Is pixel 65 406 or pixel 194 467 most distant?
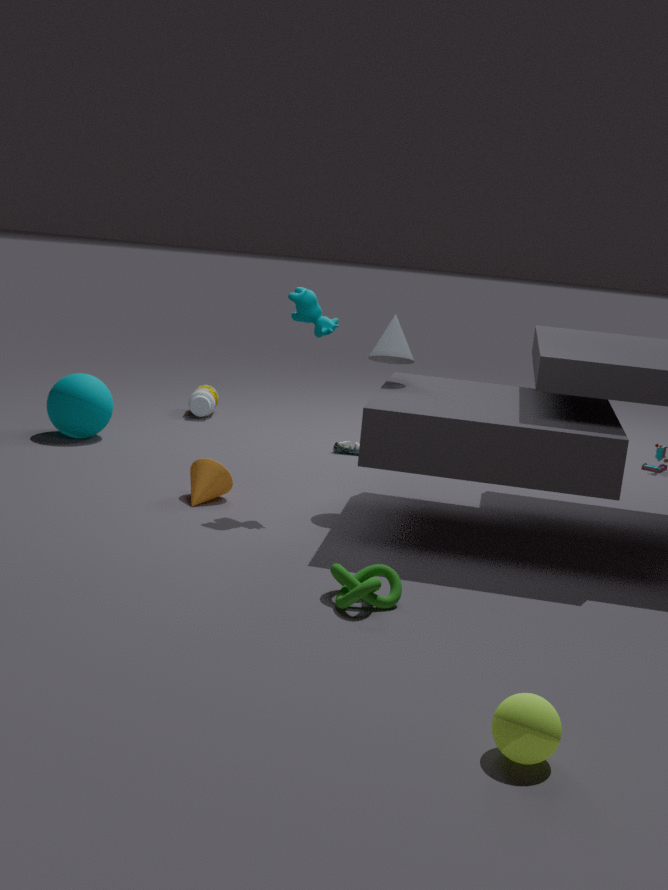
pixel 65 406
